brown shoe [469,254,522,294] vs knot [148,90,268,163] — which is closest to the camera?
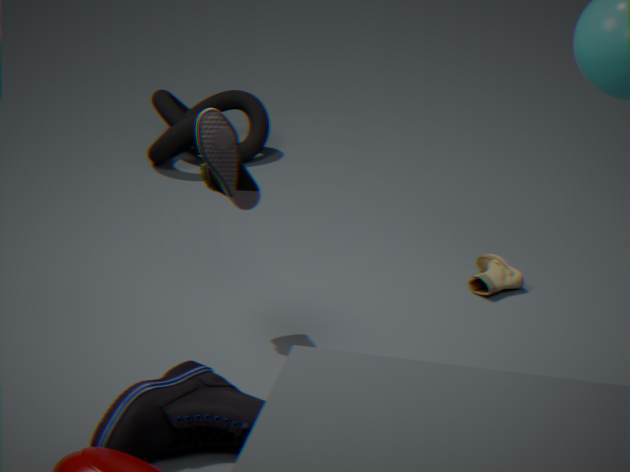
brown shoe [469,254,522,294]
